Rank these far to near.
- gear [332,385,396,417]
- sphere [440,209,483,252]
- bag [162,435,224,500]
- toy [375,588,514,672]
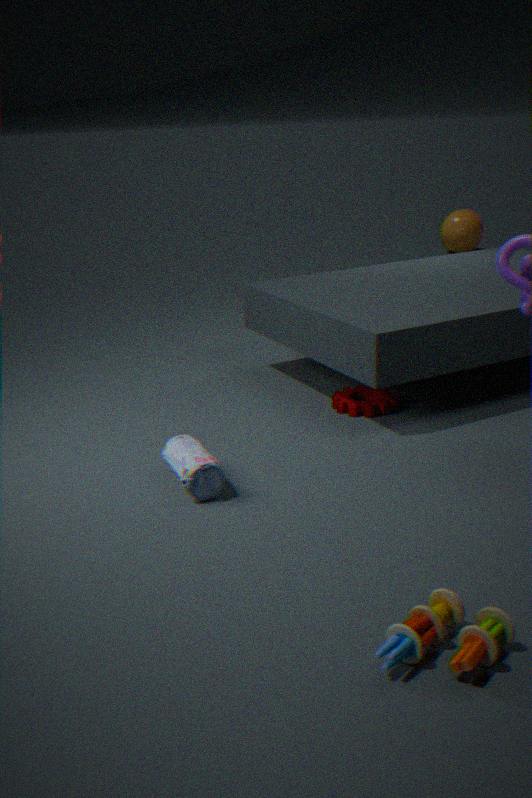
sphere [440,209,483,252] → gear [332,385,396,417] → bag [162,435,224,500] → toy [375,588,514,672]
